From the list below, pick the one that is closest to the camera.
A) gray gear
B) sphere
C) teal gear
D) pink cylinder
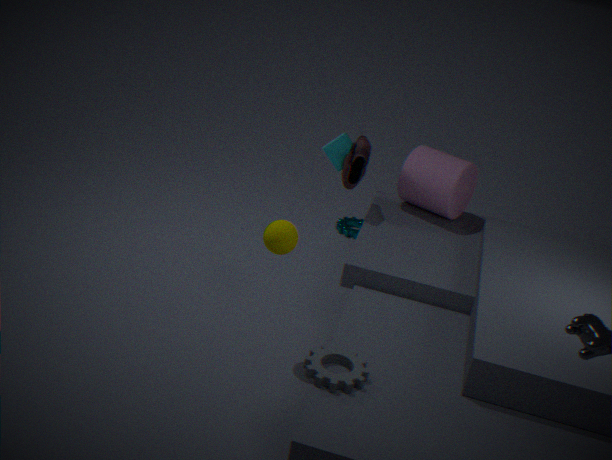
gray gear
